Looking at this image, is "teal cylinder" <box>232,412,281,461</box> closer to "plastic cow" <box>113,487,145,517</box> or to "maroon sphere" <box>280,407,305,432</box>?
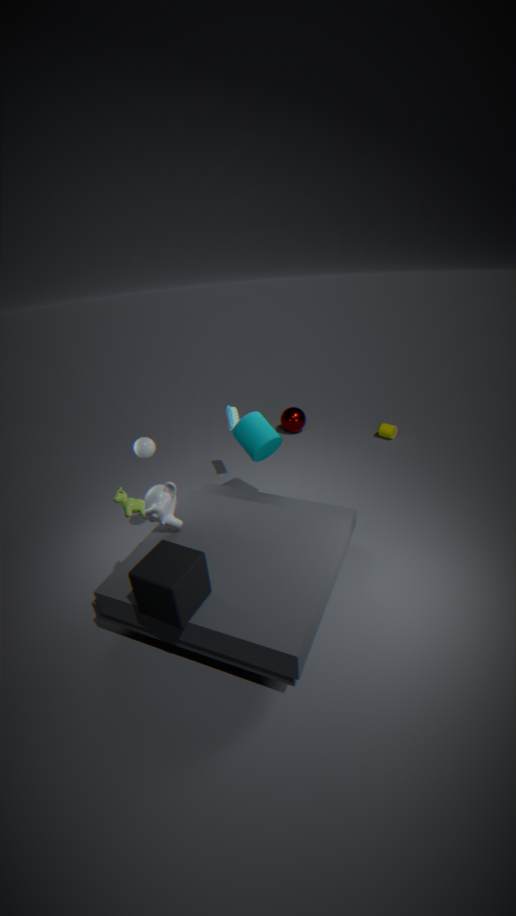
"plastic cow" <box>113,487,145,517</box>
